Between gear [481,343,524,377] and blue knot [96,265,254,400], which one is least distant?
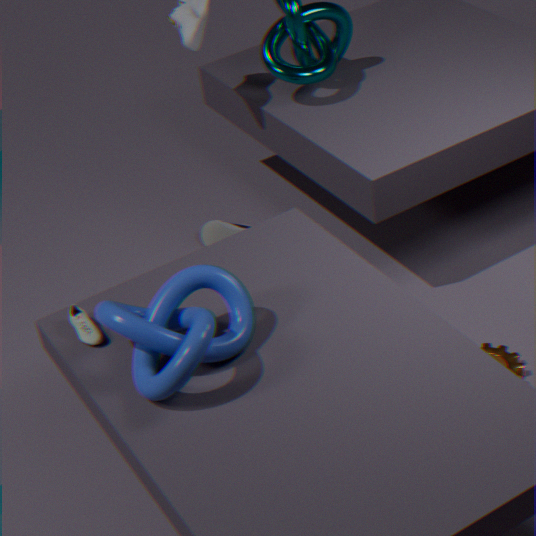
blue knot [96,265,254,400]
